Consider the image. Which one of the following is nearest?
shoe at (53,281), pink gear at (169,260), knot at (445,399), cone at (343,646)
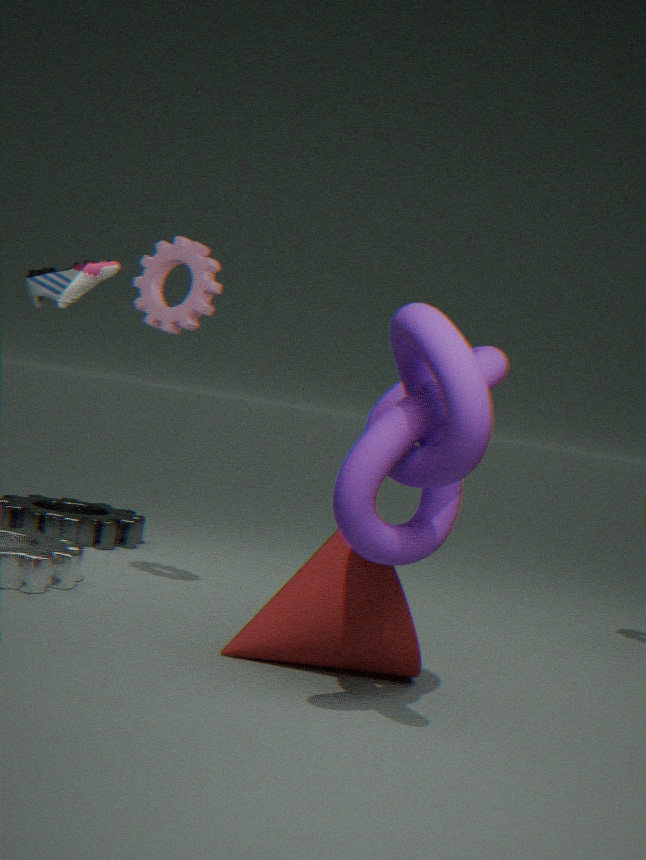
knot at (445,399)
